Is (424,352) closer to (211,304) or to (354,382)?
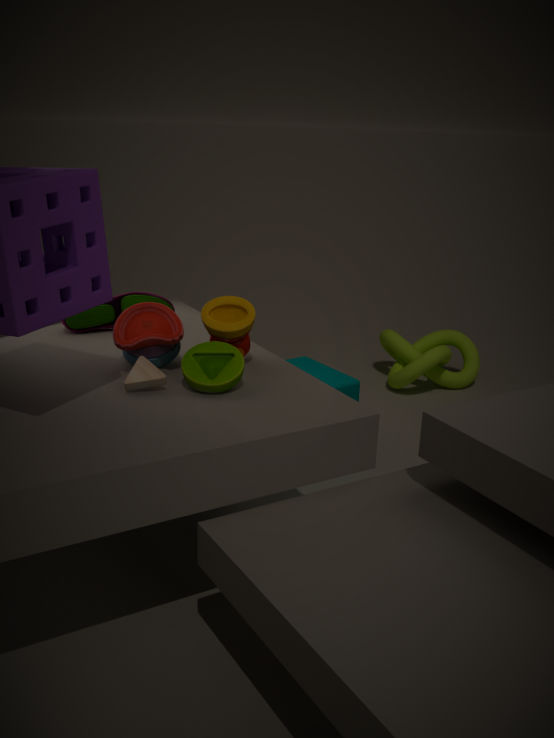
(354,382)
